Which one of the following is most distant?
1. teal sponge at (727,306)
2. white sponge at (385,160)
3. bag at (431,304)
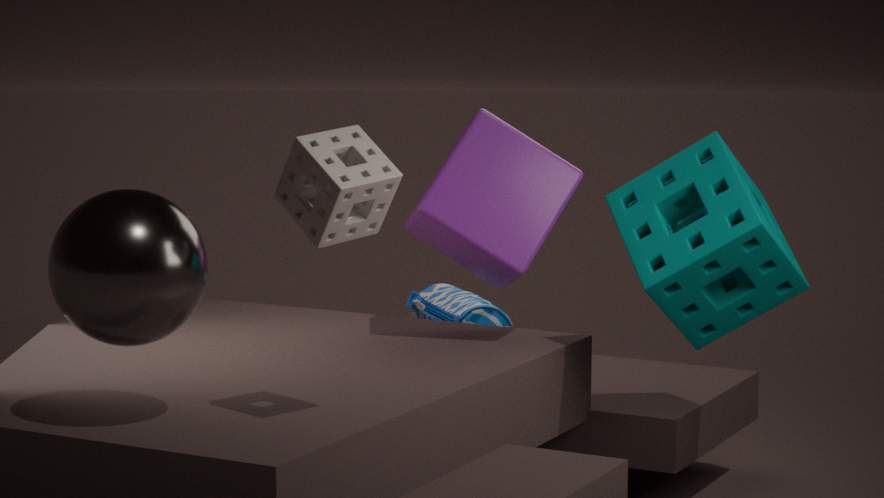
bag at (431,304)
